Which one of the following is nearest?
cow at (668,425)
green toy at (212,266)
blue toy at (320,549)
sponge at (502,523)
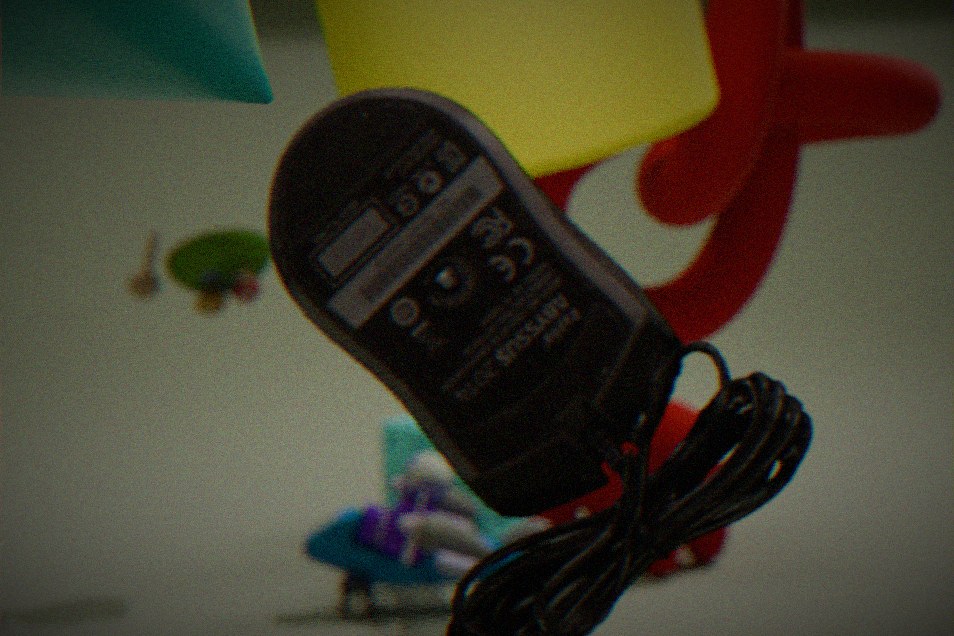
blue toy at (320,549)
